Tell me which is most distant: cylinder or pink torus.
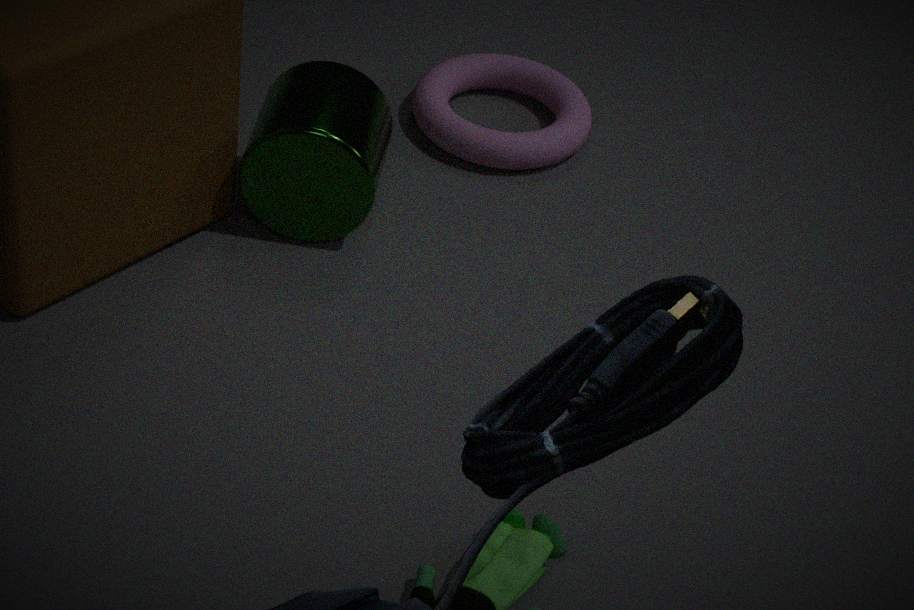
pink torus
